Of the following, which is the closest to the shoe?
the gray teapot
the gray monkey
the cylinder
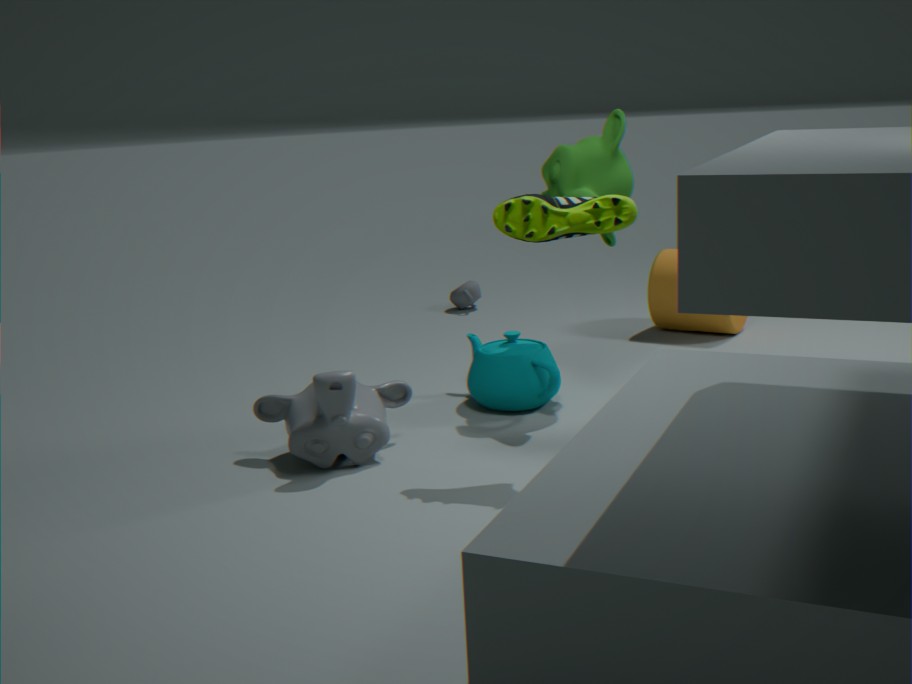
the gray monkey
